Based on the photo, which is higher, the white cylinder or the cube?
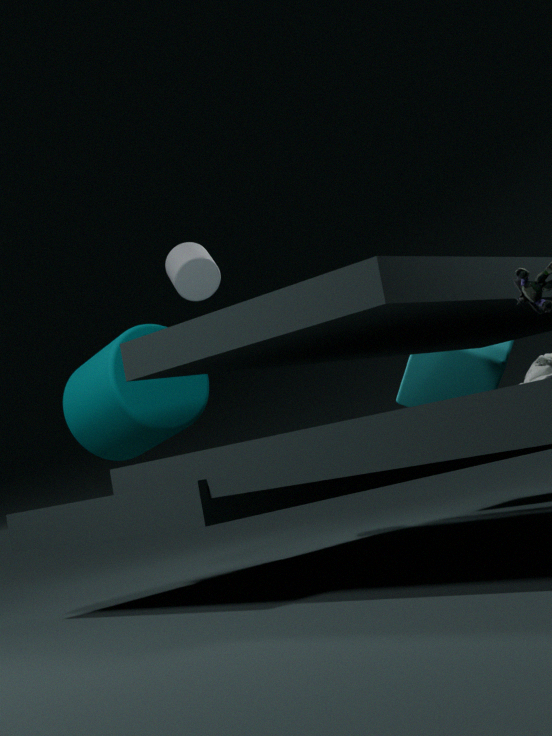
the white cylinder
